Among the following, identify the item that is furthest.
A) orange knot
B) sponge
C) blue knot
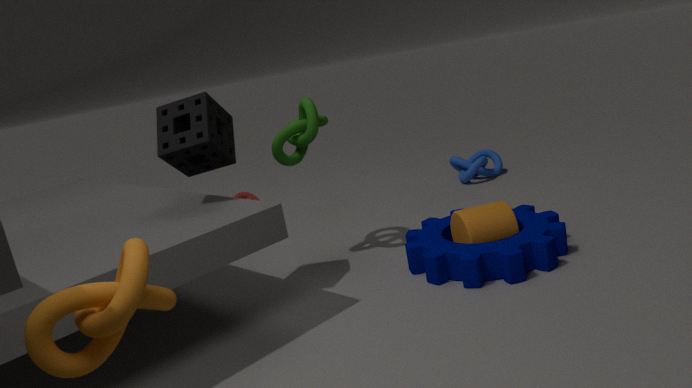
blue knot
